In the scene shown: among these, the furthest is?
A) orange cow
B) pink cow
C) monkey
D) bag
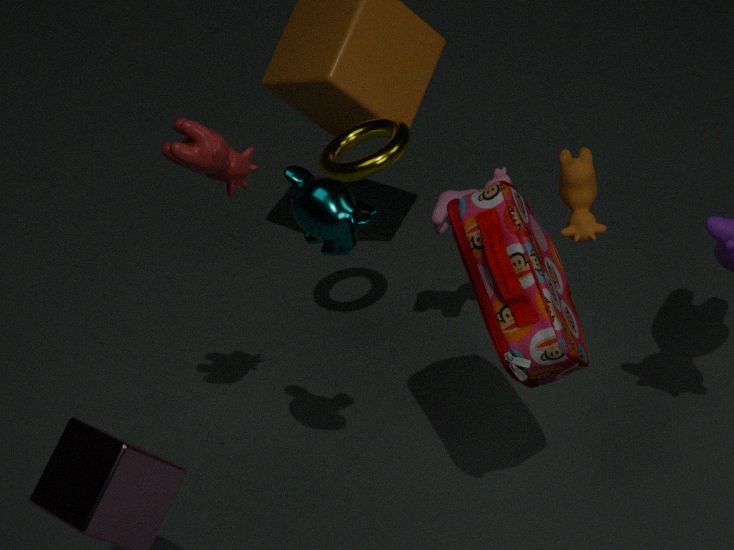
pink cow
